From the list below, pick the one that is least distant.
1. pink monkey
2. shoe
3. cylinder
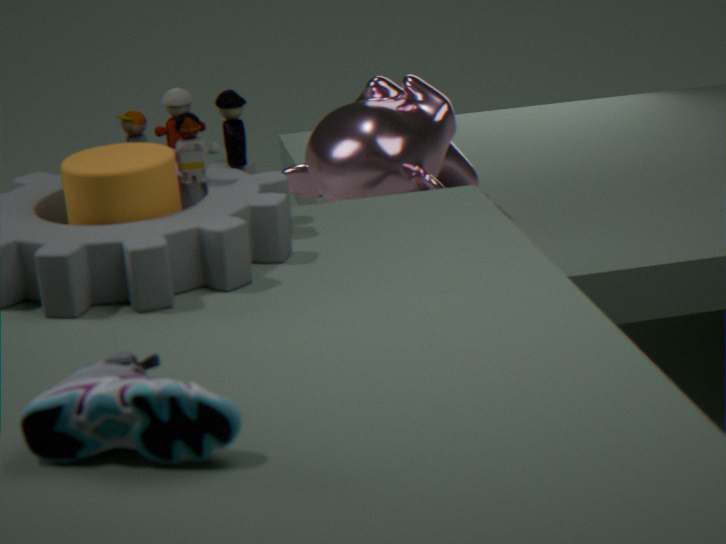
shoe
